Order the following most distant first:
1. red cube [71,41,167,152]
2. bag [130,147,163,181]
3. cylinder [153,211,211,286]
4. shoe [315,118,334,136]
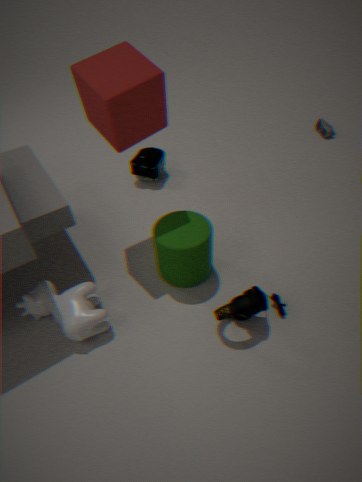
shoe [315,118,334,136], bag [130,147,163,181], cylinder [153,211,211,286], red cube [71,41,167,152]
